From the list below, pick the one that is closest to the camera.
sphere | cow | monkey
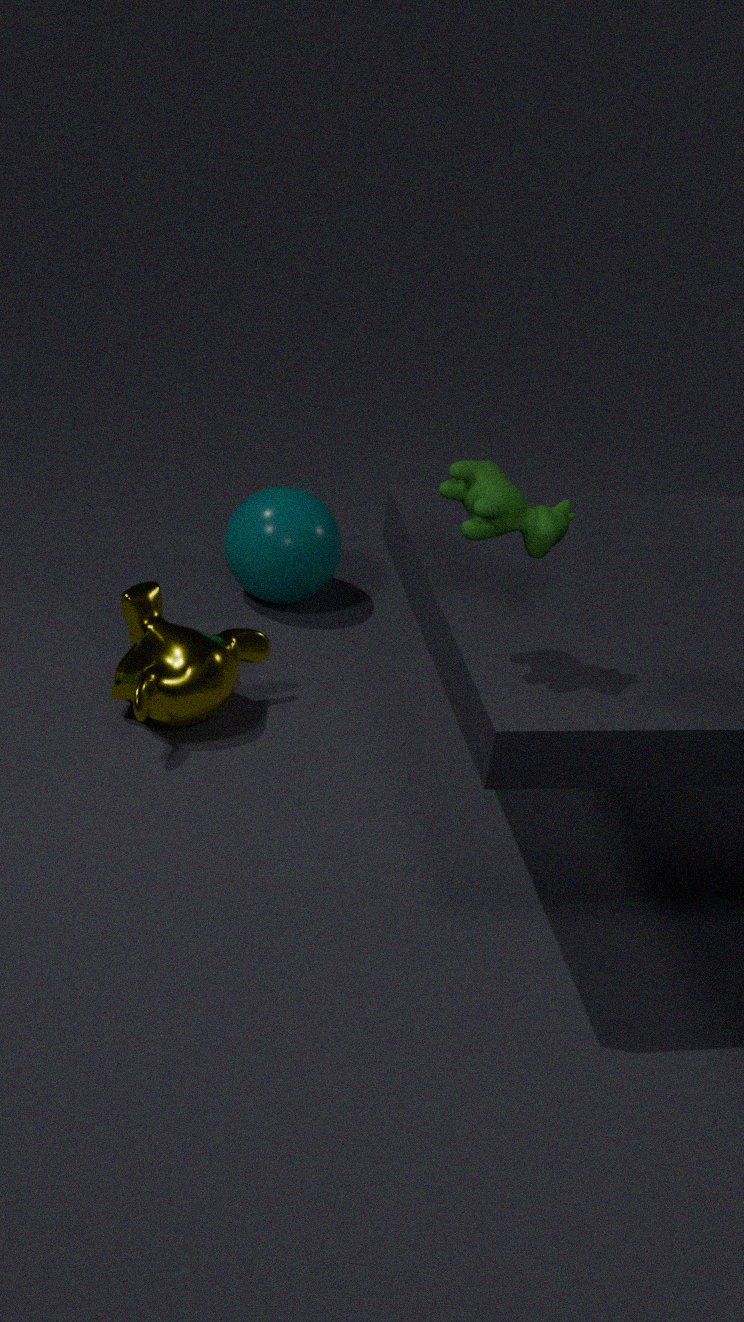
cow
